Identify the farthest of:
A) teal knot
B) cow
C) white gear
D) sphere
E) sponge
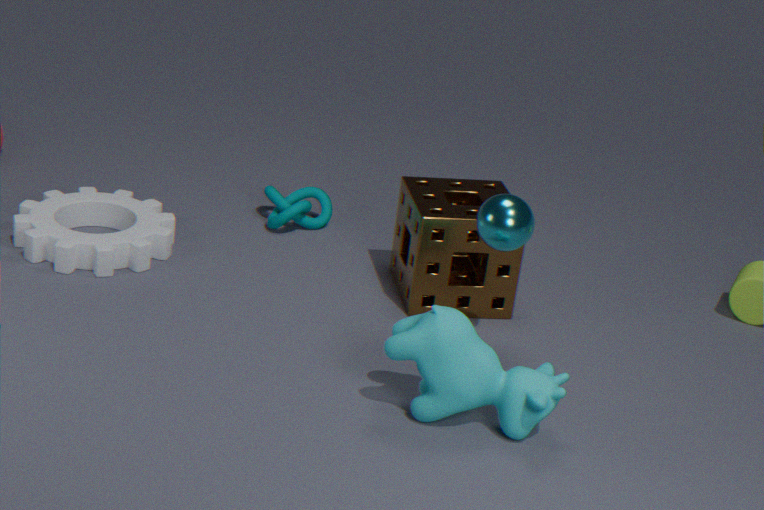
teal knot
